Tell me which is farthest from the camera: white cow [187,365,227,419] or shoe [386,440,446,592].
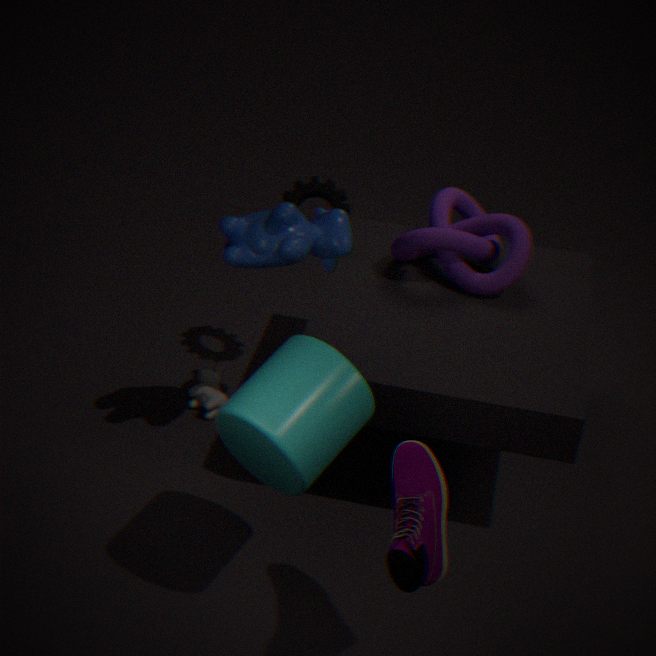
white cow [187,365,227,419]
